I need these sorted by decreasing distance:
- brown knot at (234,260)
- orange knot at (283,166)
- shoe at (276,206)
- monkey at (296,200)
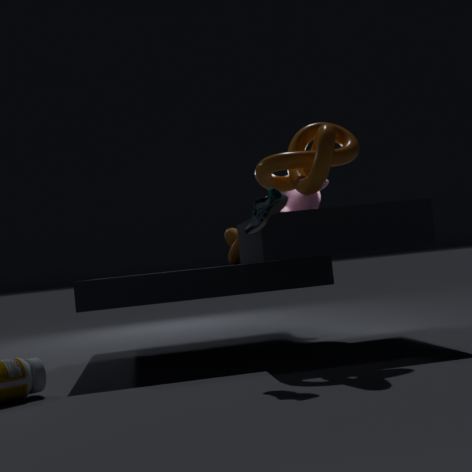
brown knot at (234,260) → monkey at (296,200) → orange knot at (283,166) → shoe at (276,206)
